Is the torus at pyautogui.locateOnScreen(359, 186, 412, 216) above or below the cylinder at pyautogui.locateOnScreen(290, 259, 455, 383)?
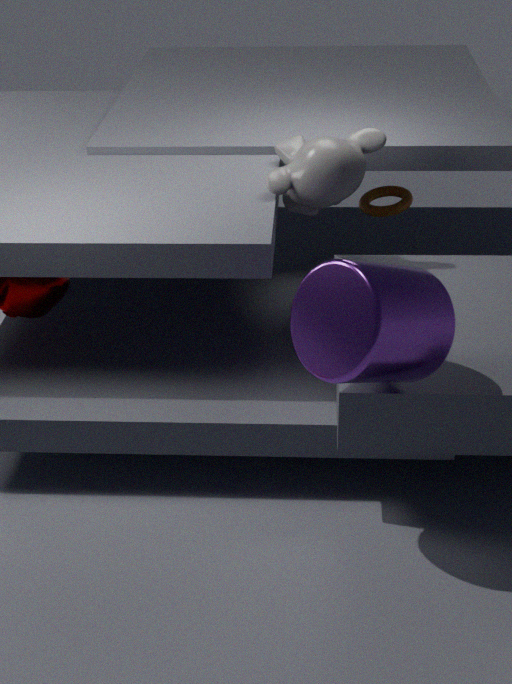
below
